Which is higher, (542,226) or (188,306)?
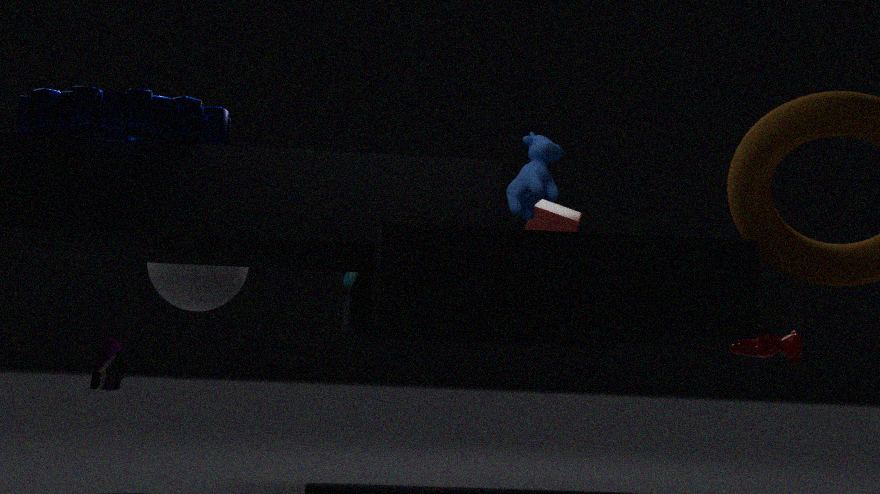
(542,226)
